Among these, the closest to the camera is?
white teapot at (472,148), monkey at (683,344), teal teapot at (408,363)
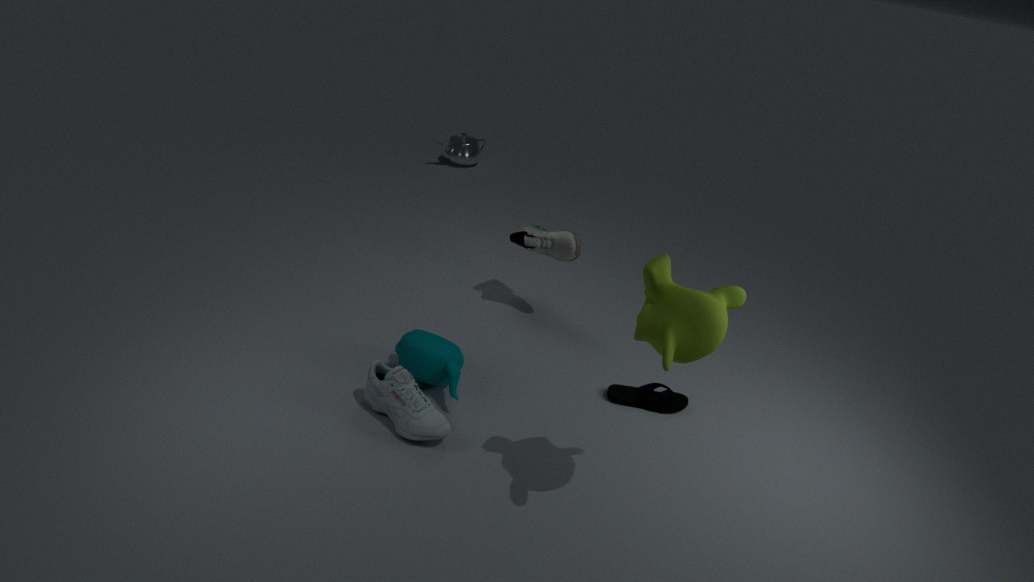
monkey at (683,344)
